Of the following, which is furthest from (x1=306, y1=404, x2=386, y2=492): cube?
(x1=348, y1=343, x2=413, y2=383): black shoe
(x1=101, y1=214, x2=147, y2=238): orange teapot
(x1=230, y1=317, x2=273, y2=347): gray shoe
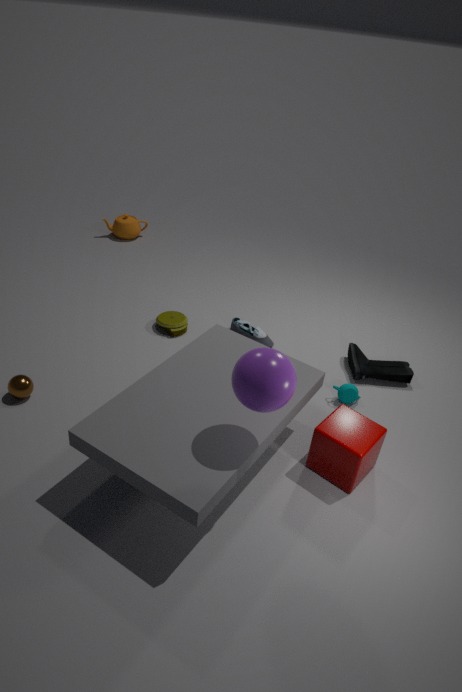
(x1=101, y1=214, x2=147, y2=238): orange teapot
